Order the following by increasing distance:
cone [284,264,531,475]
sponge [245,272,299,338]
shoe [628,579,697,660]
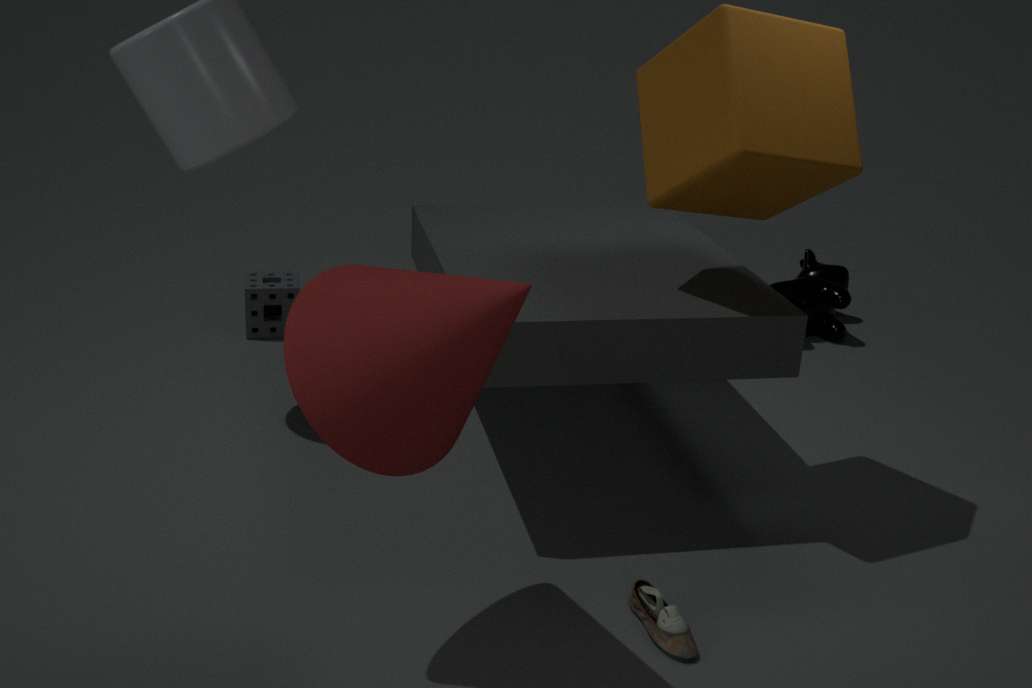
1. cone [284,264,531,475]
2. shoe [628,579,697,660]
3. sponge [245,272,299,338]
